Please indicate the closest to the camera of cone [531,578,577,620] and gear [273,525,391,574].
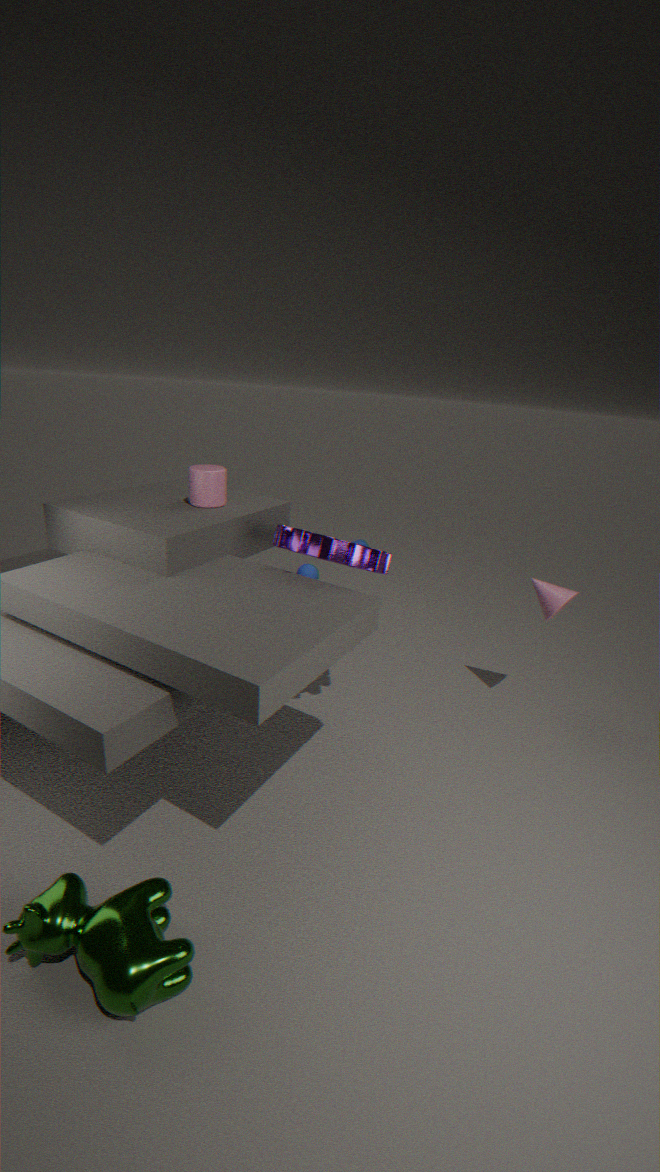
gear [273,525,391,574]
